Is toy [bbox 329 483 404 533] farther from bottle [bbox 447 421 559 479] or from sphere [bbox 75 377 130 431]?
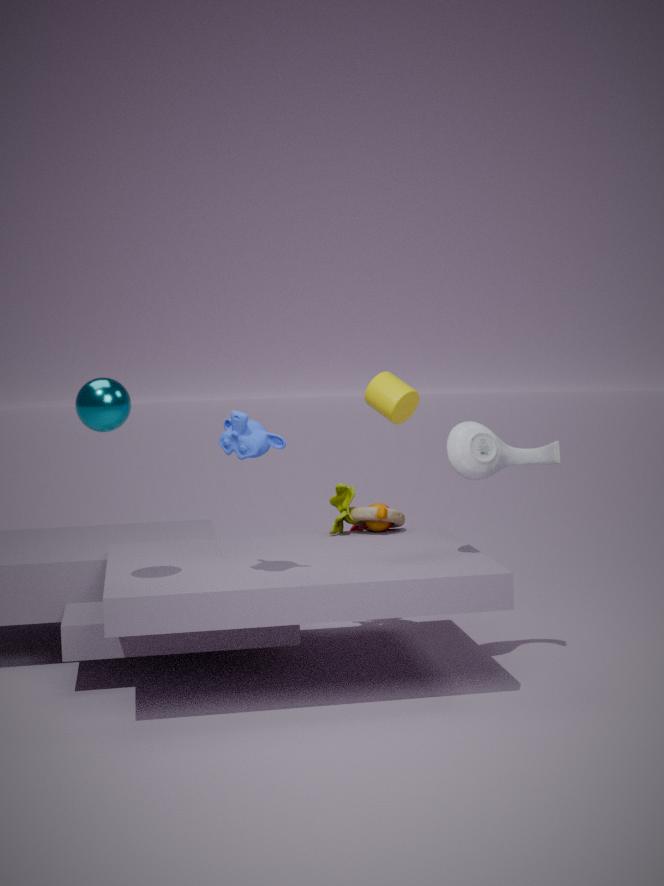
sphere [bbox 75 377 130 431]
